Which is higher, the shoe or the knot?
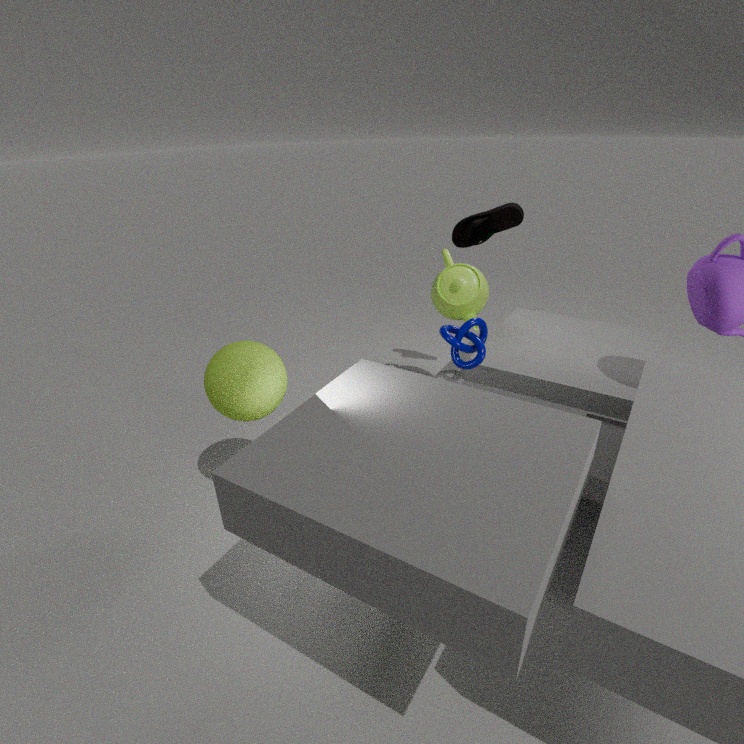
the shoe
